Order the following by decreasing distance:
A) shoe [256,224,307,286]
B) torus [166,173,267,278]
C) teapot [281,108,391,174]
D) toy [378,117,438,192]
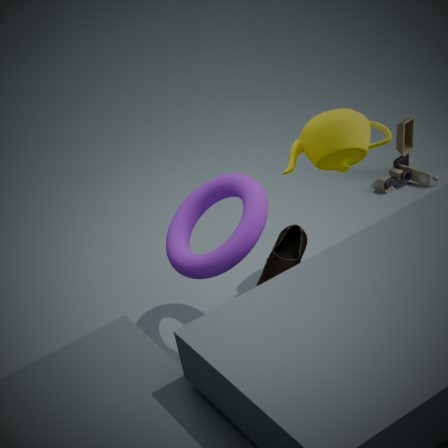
toy [378,117,438,192] < teapot [281,108,391,174] < torus [166,173,267,278] < shoe [256,224,307,286]
